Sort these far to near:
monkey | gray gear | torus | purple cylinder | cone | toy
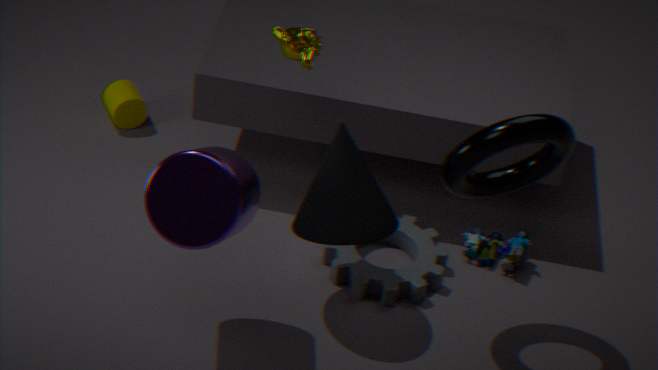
toy < gray gear < monkey < cone < torus < purple cylinder
